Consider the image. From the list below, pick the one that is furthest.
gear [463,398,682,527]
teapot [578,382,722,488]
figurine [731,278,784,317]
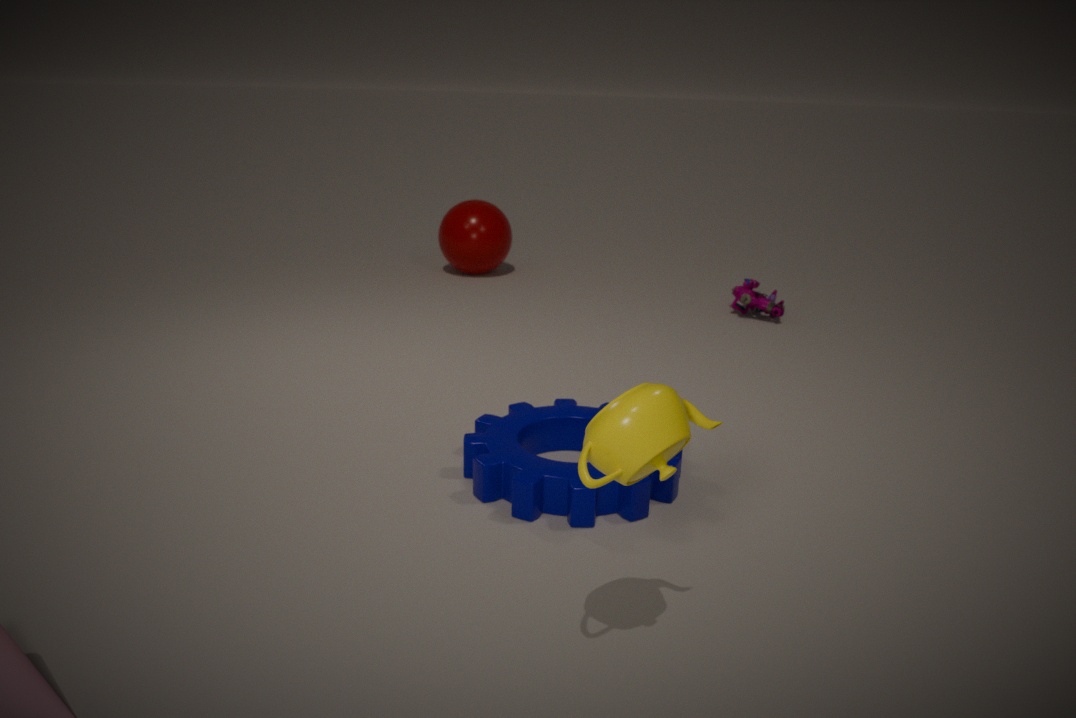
figurine [731,278,784,317]
